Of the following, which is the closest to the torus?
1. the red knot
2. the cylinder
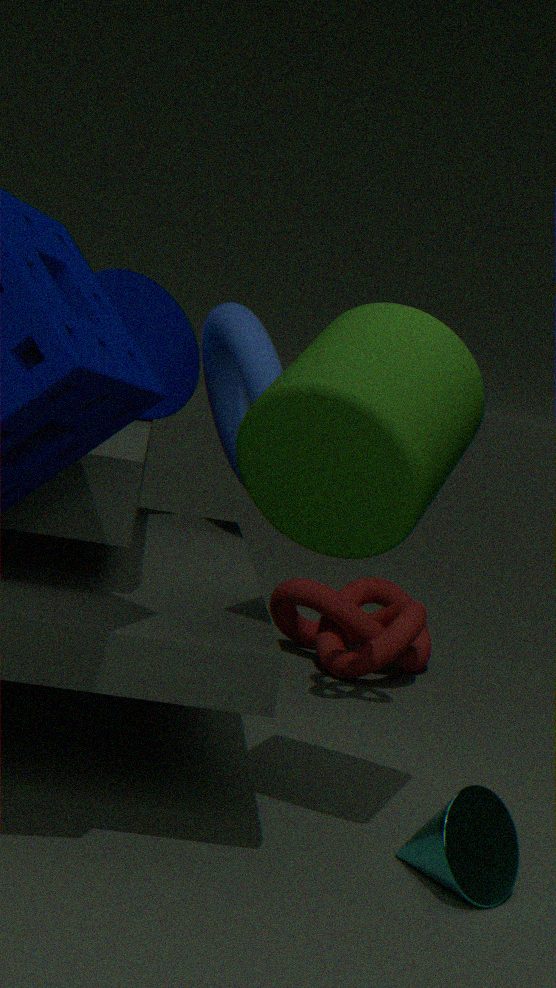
the red knot
